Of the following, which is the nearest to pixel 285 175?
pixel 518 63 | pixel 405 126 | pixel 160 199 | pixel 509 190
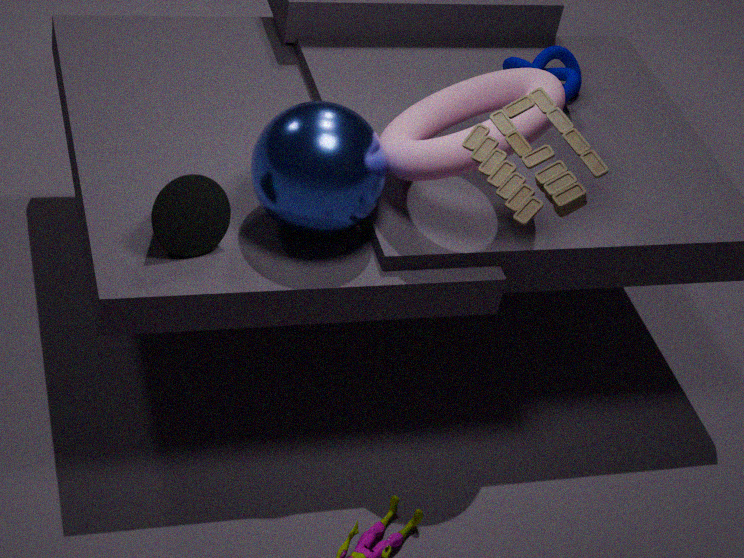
pixel 160 199
